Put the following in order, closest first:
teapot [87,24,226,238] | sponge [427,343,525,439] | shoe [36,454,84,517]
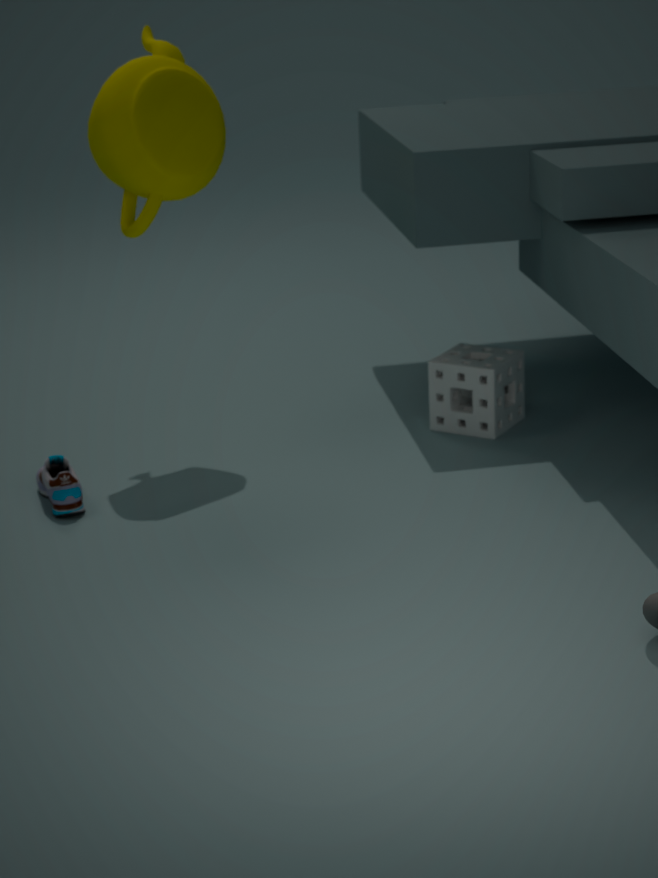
shoe [36,454,84,517]
teapot [87,24,226,238]
sponge [427,343,525,439]
